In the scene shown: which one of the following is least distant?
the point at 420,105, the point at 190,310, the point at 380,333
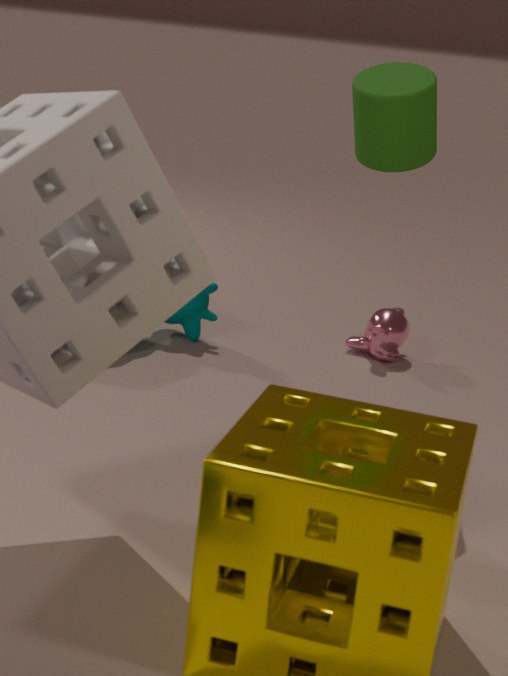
the point at 420,105
